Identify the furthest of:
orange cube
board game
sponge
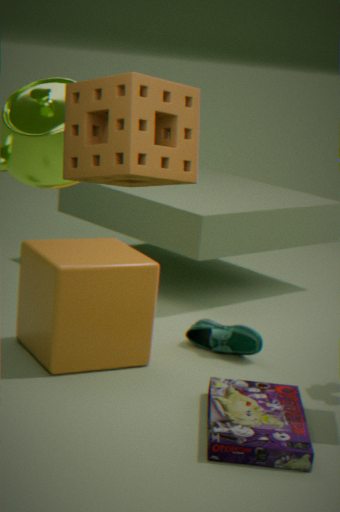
orange cube
